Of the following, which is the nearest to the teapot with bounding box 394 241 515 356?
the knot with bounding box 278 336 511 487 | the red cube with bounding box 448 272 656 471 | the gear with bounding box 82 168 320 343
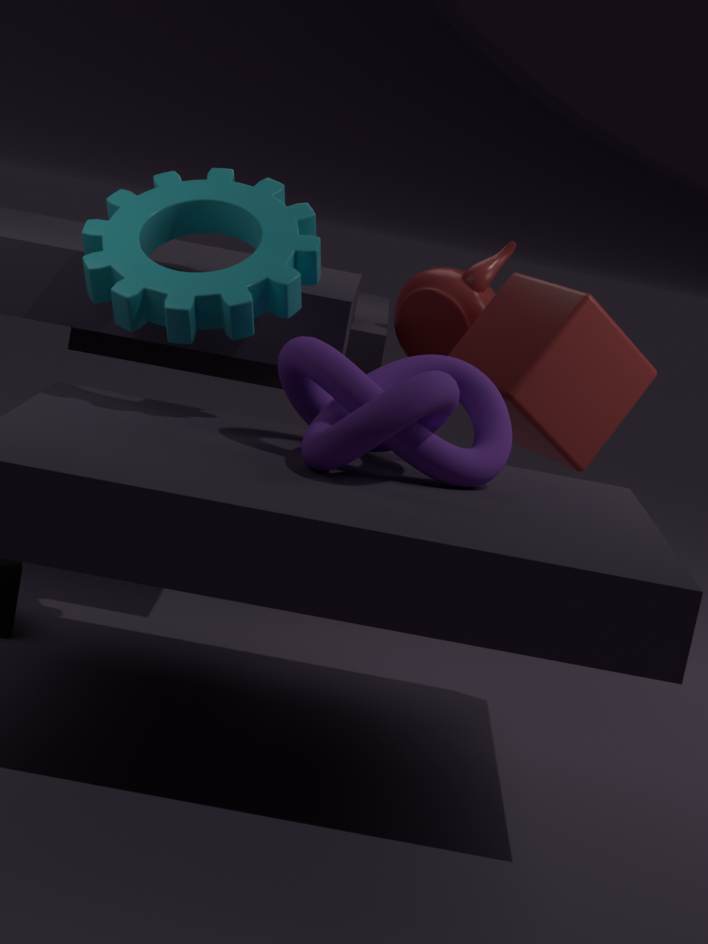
the red cube with bounding box 448 272 656 471
